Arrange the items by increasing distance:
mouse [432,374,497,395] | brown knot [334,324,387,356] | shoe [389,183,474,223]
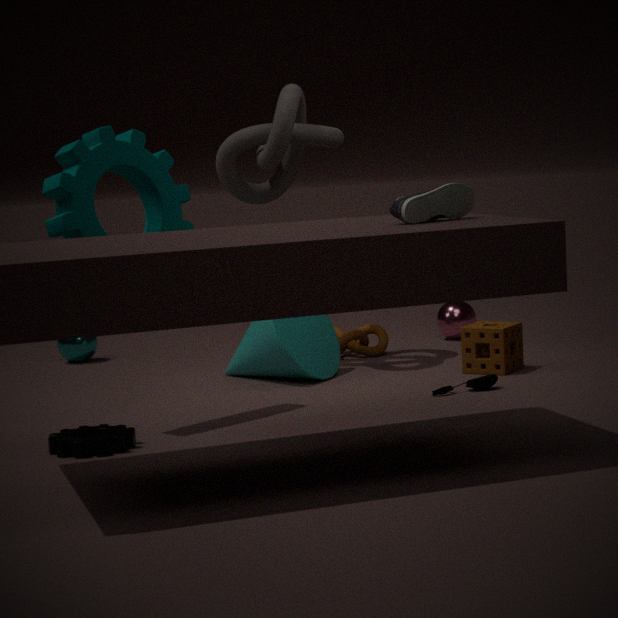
shoe [389,183,474,223] < mouse [432,374,497,395] < brown knot [334,324,387,356]
